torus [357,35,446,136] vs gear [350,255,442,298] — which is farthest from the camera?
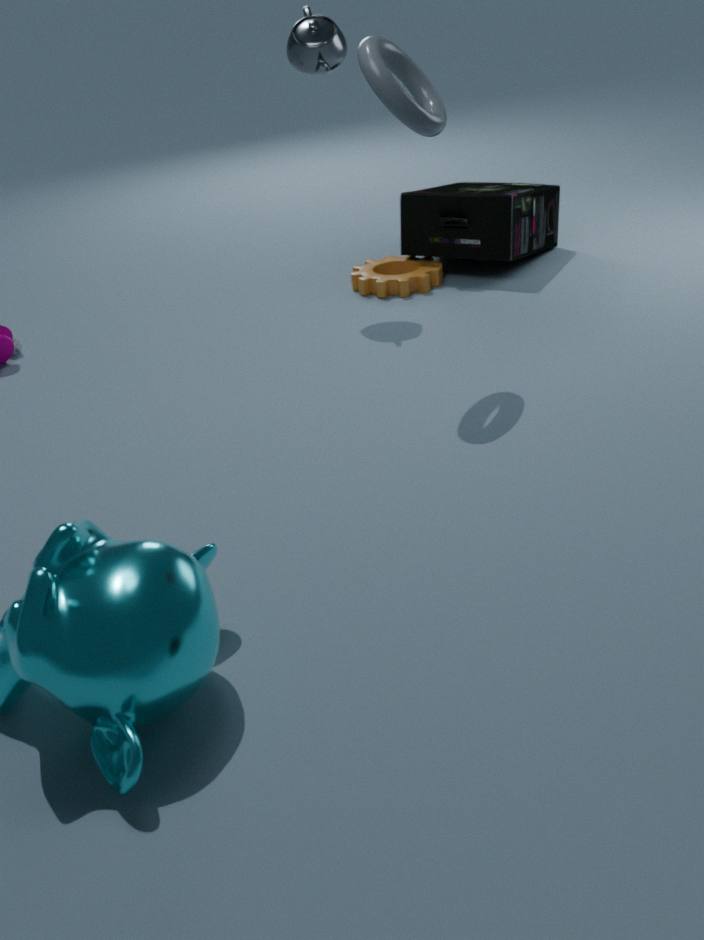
gear [350,255,442,298]
